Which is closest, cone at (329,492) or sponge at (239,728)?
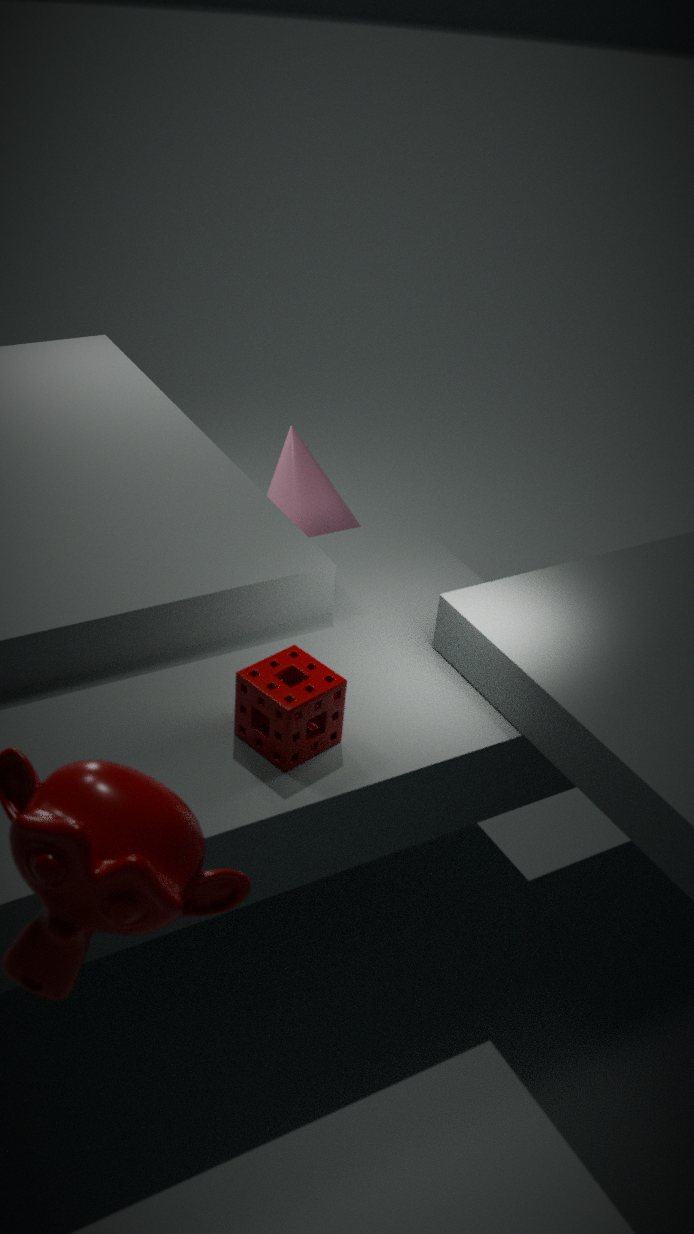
sponge at (239,728)
